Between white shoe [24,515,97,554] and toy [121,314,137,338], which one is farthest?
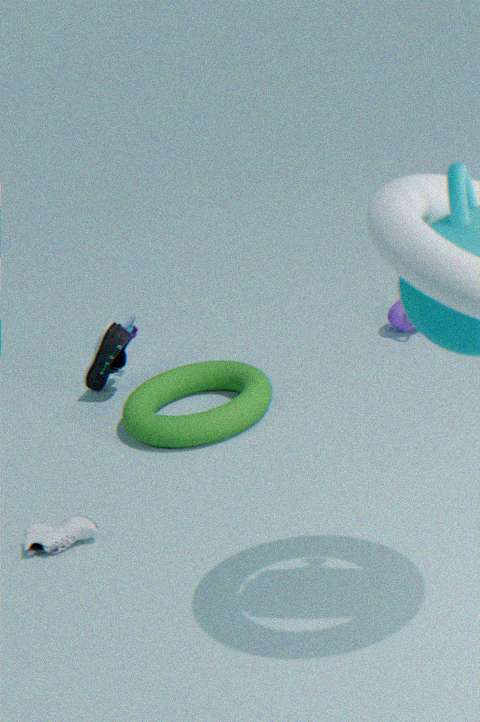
toy [121,314,137,338]
